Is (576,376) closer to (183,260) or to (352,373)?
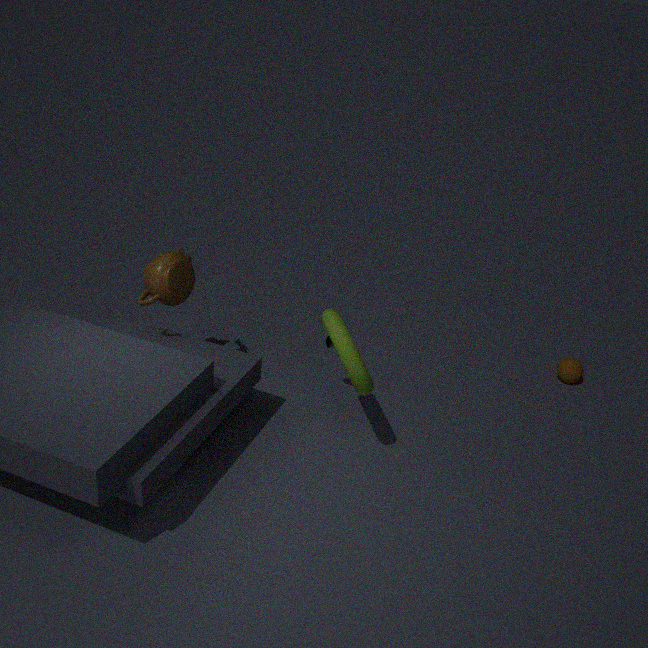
(352,373)
